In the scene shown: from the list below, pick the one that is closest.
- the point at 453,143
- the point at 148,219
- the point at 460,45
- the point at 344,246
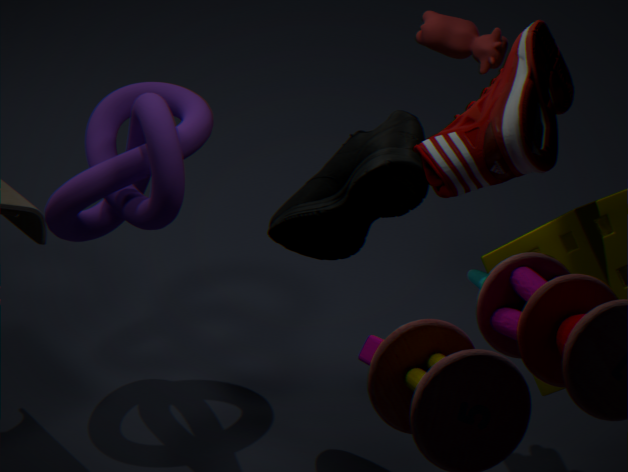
the point at 453,143
